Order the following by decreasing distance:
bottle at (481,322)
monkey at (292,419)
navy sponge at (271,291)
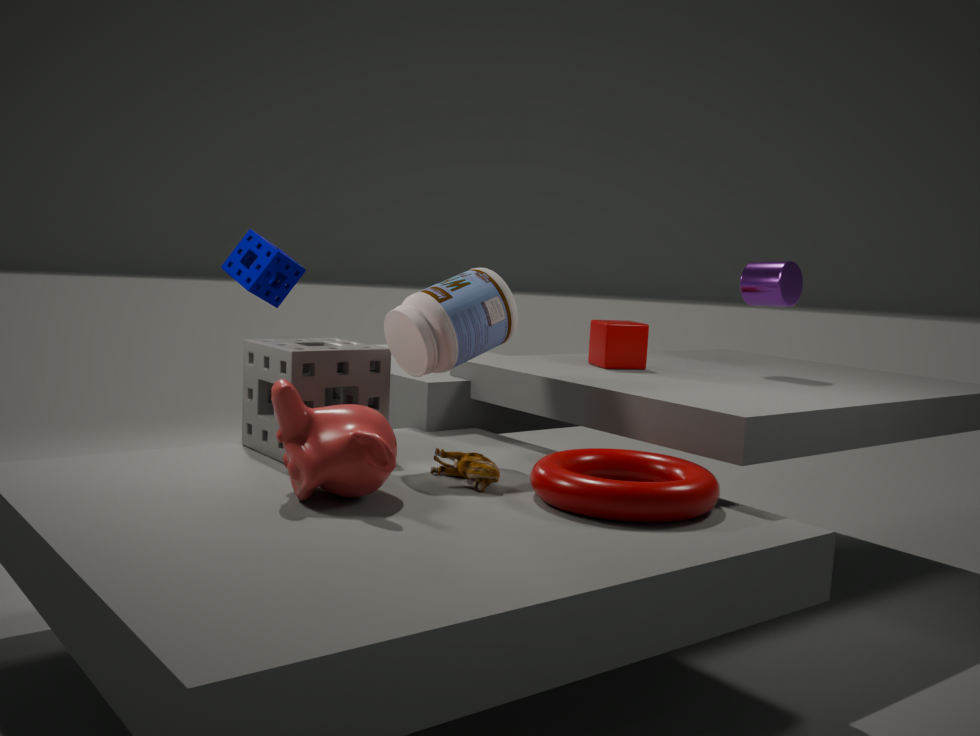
navy sponge at (271,291) < bottle at (481,322) < monkey at (292,419)
